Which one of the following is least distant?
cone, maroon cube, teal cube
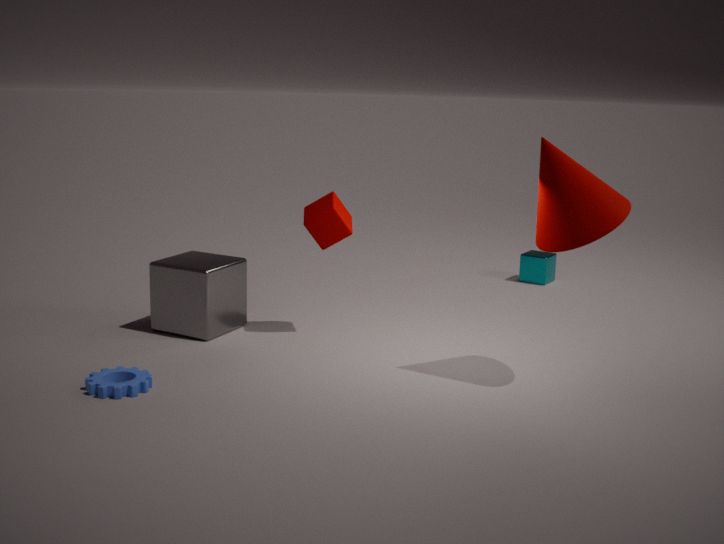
cone
